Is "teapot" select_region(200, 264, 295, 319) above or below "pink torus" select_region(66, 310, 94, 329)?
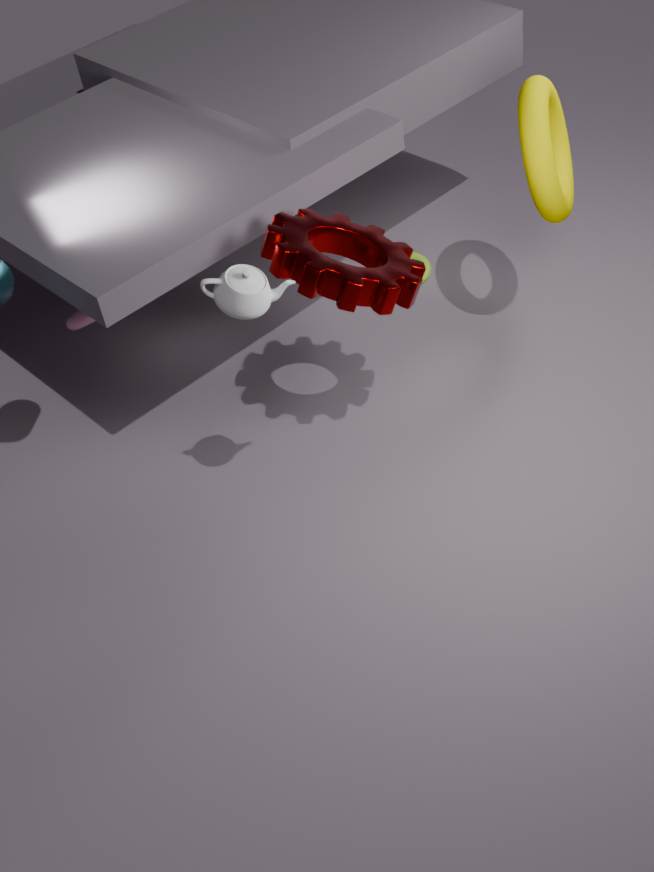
above
